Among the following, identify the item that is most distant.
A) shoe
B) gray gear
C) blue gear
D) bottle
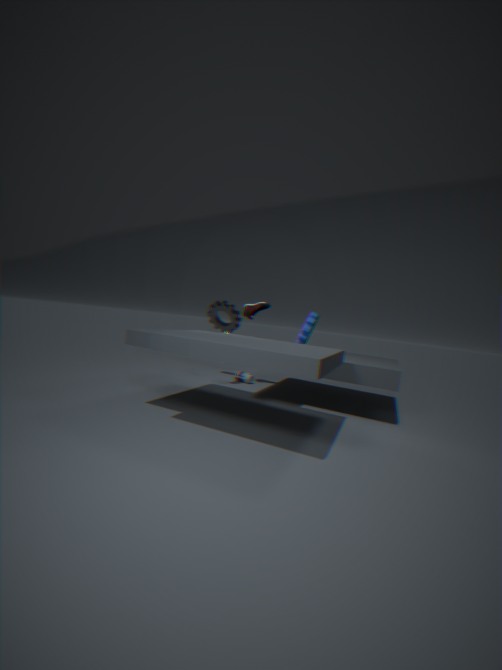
gray gear
